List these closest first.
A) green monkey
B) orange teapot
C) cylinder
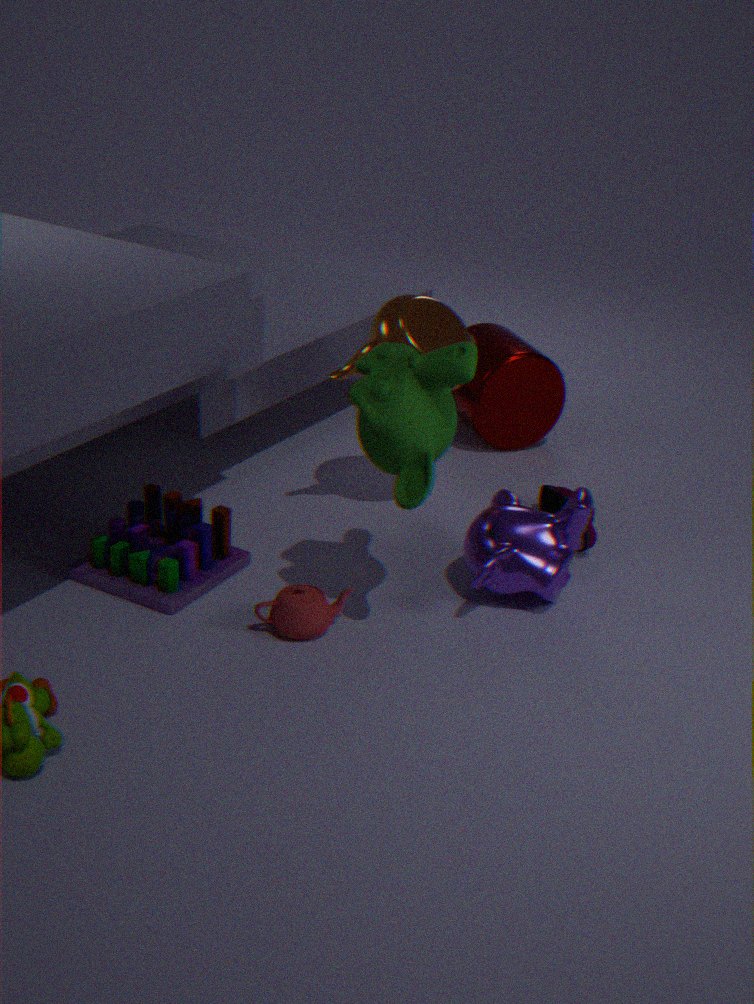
green monkey, orange teapot, cylinder
